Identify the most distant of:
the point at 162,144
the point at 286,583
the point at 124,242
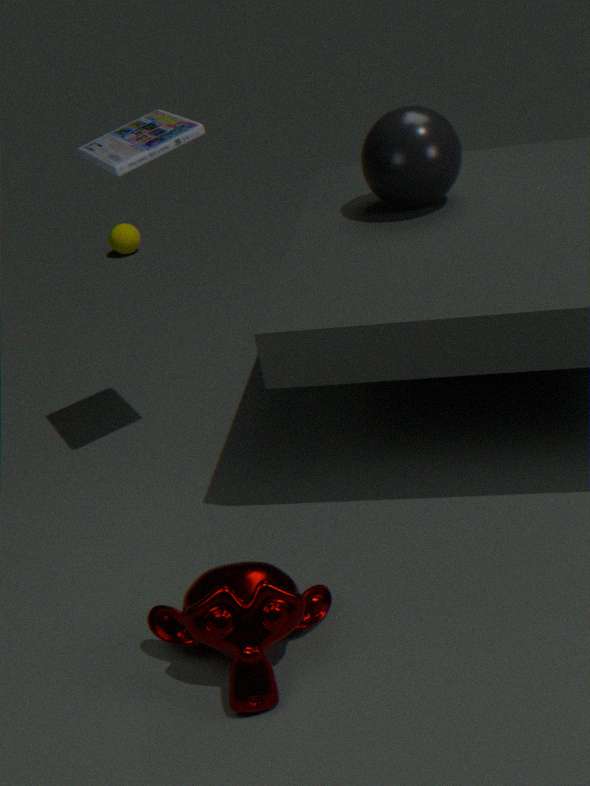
the point at 124,242
